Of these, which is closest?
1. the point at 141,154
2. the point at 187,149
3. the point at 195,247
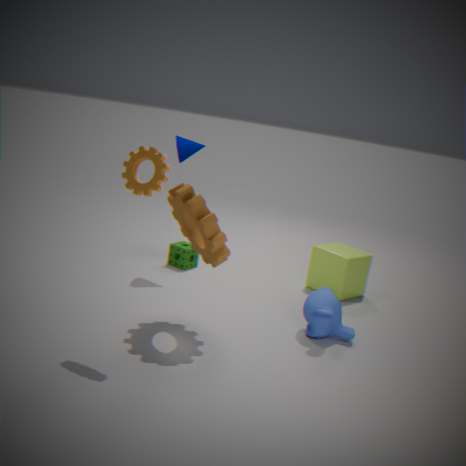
the point at 141,154
